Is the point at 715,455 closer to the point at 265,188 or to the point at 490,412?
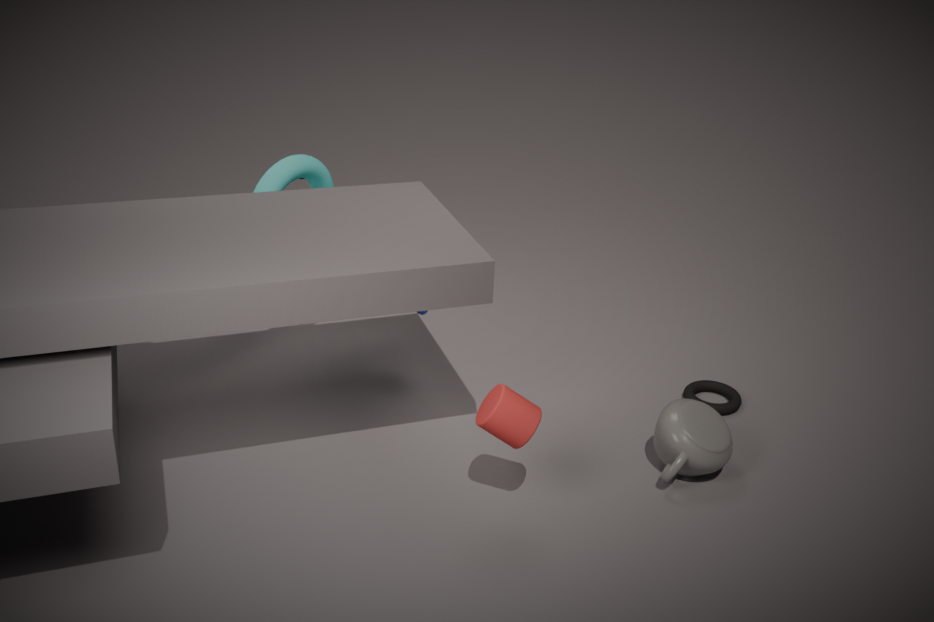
the point at 490,412
